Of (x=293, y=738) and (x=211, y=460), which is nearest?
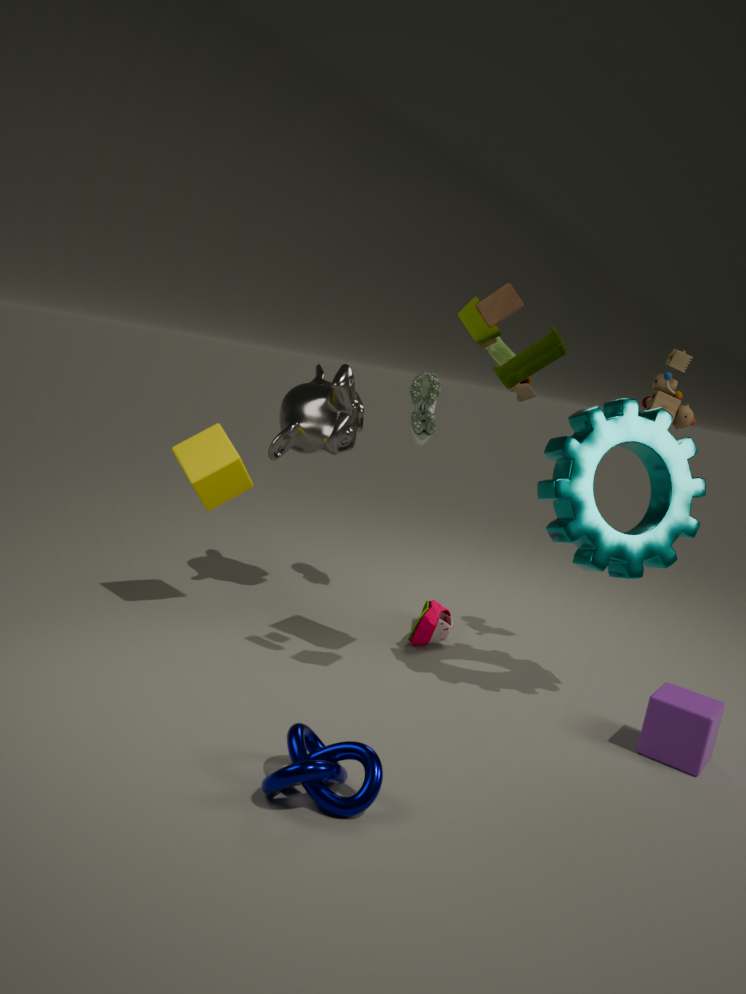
(x=293, y=738)
